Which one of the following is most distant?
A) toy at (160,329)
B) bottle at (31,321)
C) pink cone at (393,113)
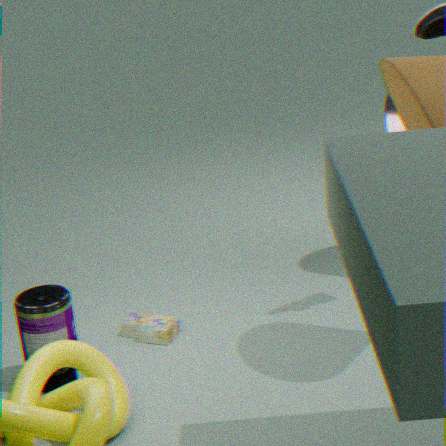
pink cone at (393,113)
